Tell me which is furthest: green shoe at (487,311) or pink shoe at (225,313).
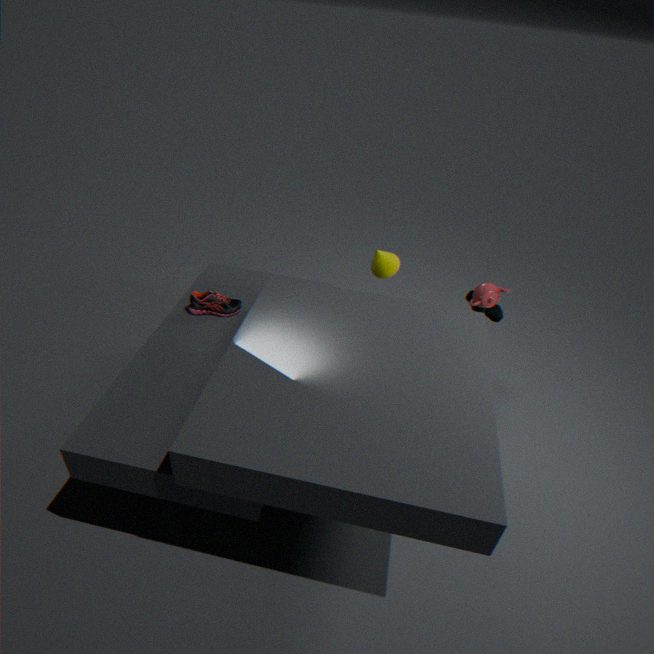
green shoe at (487,311)
